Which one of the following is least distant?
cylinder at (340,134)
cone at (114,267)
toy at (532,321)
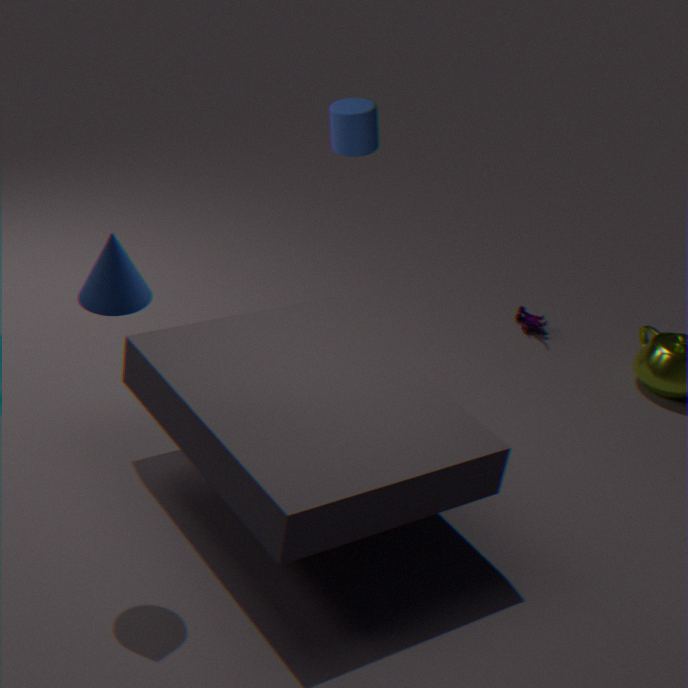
cone at (114,267)
